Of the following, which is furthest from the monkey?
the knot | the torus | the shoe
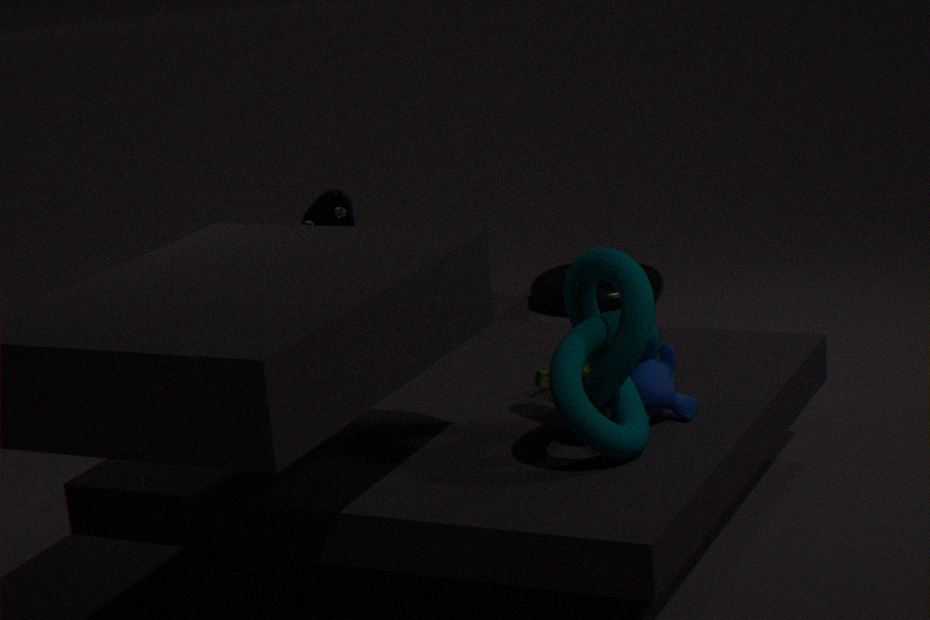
the torus
